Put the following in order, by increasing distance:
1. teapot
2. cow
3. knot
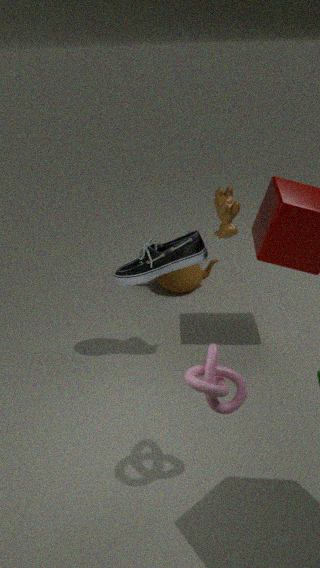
knot → cow → teapot
